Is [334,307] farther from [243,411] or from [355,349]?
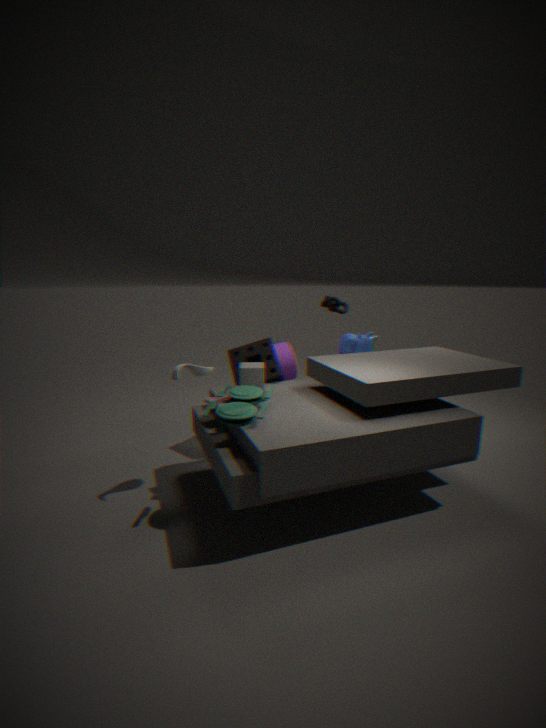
[243,411]
